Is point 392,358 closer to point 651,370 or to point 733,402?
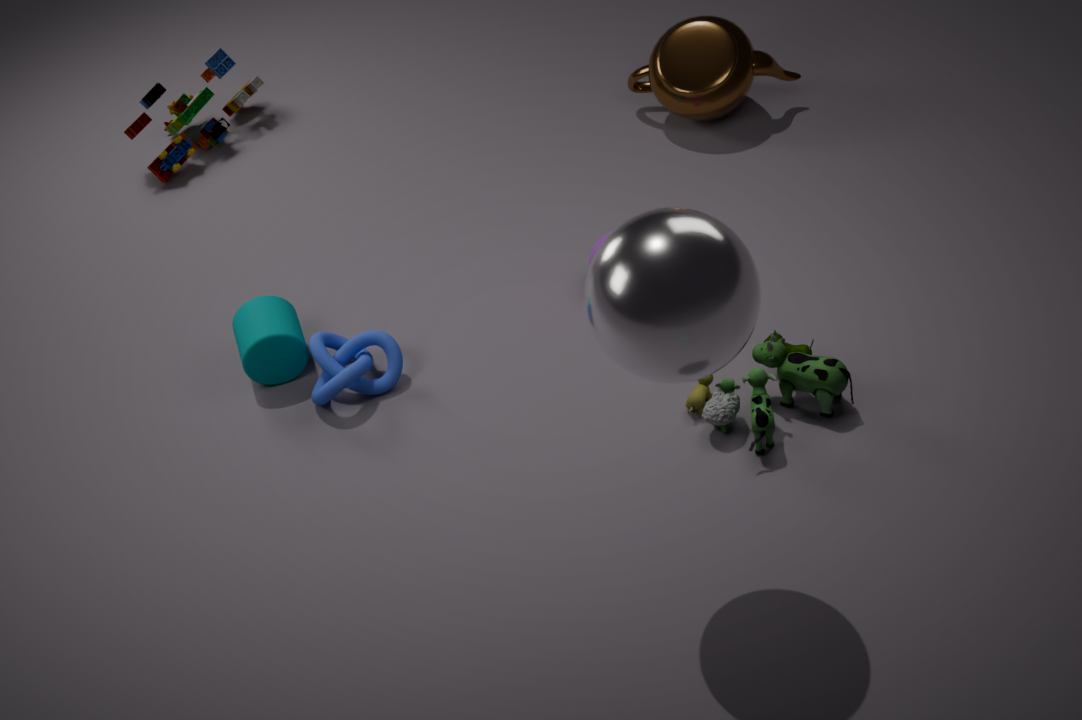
point 733,402
